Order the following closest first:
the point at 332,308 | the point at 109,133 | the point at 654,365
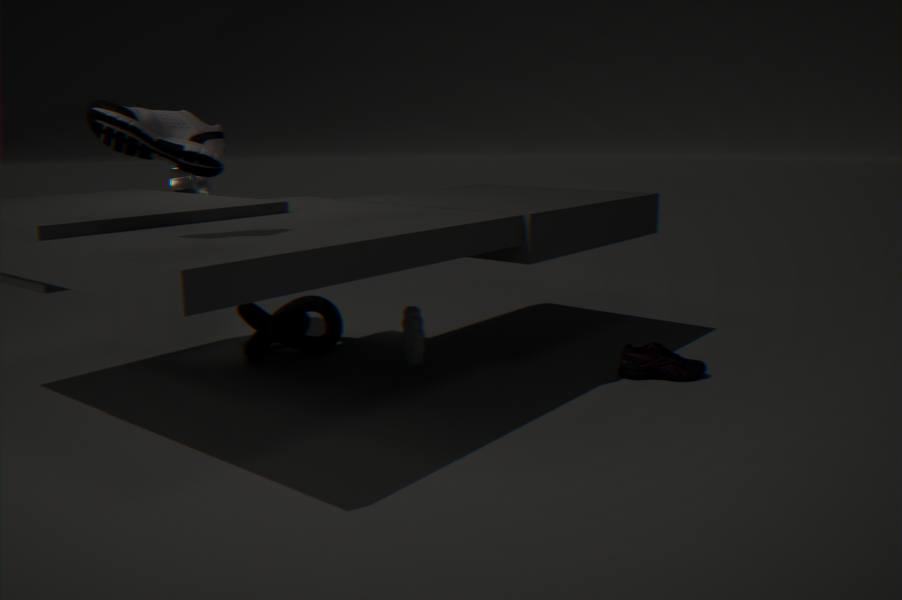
1. the point at 109,133
2. the point at 654,365
3. the point at 332,308
